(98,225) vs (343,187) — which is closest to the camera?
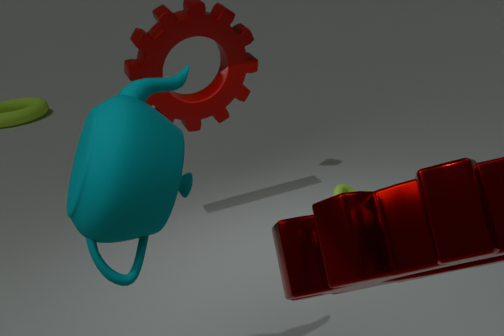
(98,225)
